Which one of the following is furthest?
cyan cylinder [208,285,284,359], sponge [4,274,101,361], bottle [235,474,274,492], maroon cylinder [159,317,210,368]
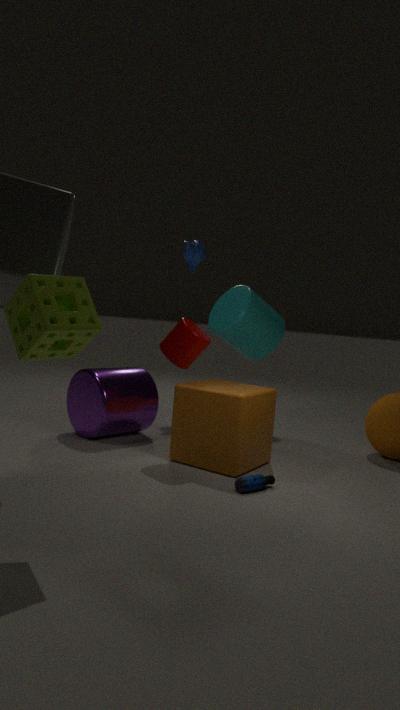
cyan cylinder [208,285,284,359]
